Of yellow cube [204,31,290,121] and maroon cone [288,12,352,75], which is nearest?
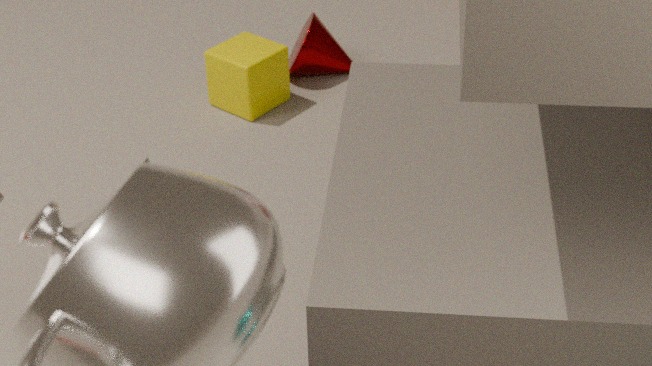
yellow cube [204,31,290,121]
